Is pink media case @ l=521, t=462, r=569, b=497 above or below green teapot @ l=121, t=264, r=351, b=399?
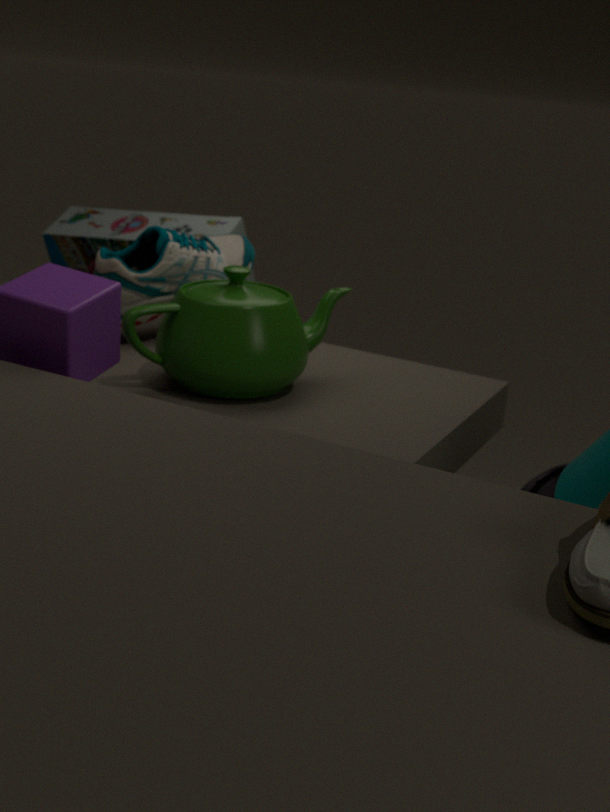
below
